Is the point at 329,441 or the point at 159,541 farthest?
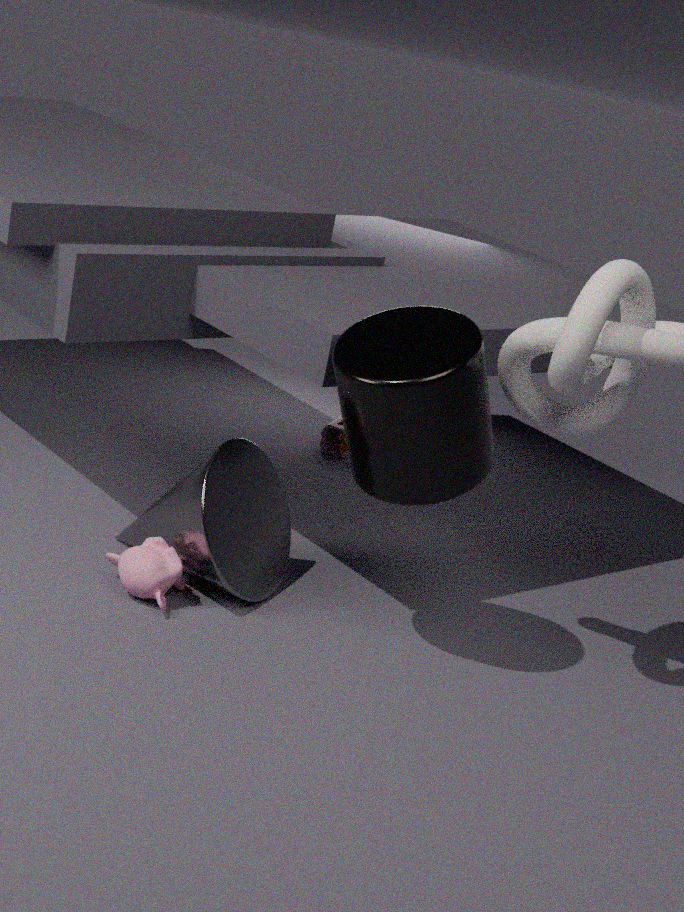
the point at 329,441
